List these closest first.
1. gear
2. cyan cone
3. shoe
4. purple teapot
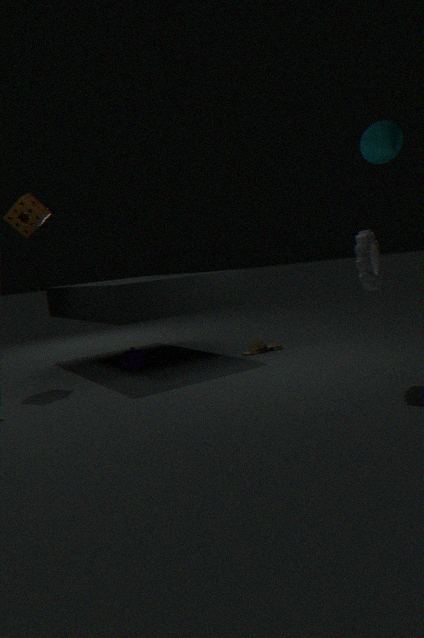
gear
cyan cone
purple teapot
shoe
